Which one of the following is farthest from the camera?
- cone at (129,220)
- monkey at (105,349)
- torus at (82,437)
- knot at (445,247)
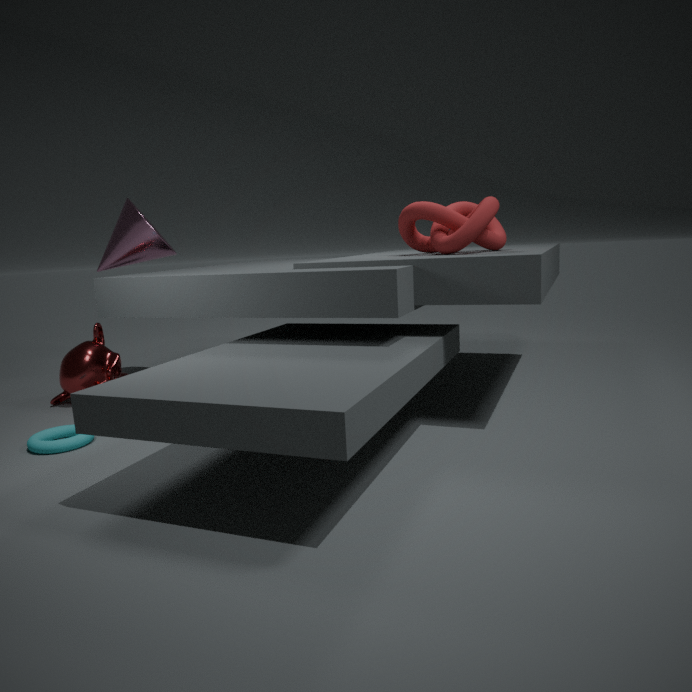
cone at (129,220)
